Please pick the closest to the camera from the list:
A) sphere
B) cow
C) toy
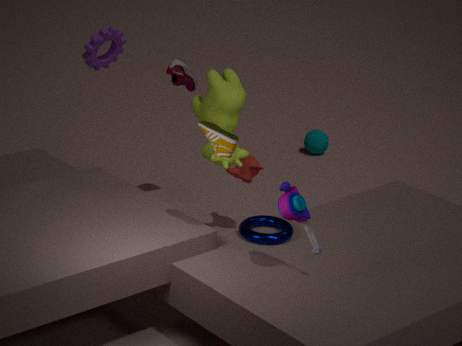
C. toy
